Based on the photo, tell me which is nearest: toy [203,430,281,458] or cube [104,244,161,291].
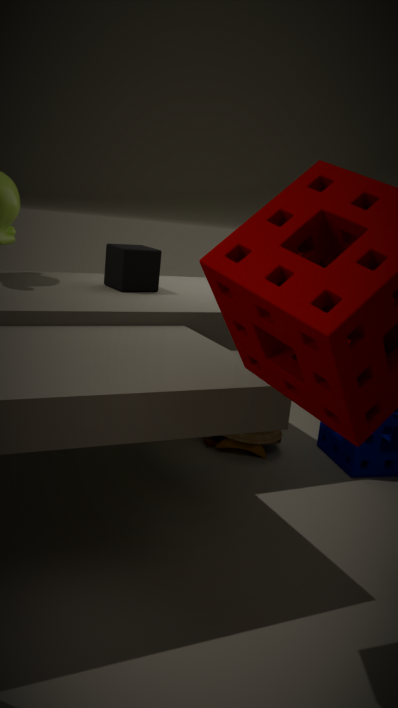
cube [104,244,161,291]
